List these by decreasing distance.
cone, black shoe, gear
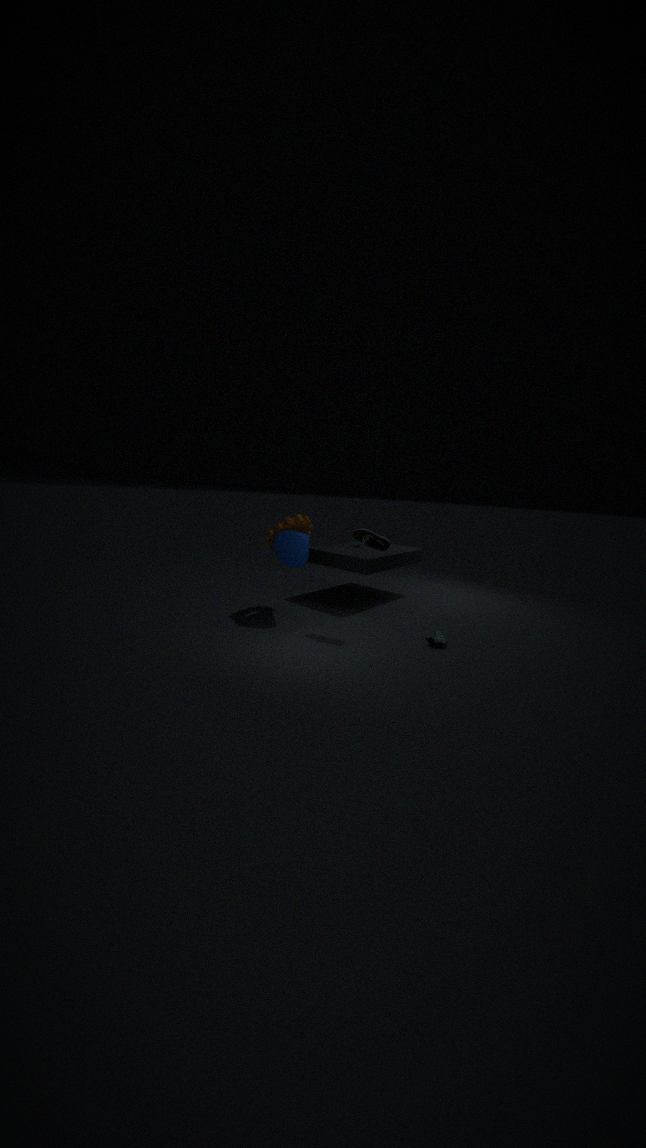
gear → cone → black shoe
